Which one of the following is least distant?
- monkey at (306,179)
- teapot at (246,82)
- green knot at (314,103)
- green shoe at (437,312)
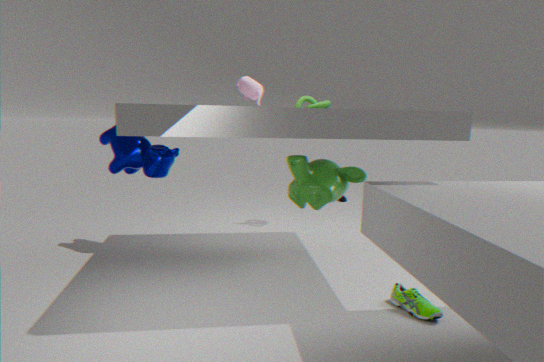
green shoe at (437,312)
